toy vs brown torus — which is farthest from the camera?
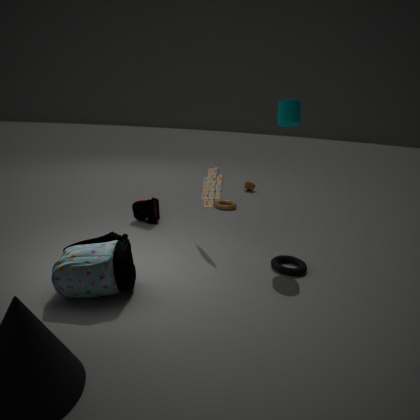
brown torus
